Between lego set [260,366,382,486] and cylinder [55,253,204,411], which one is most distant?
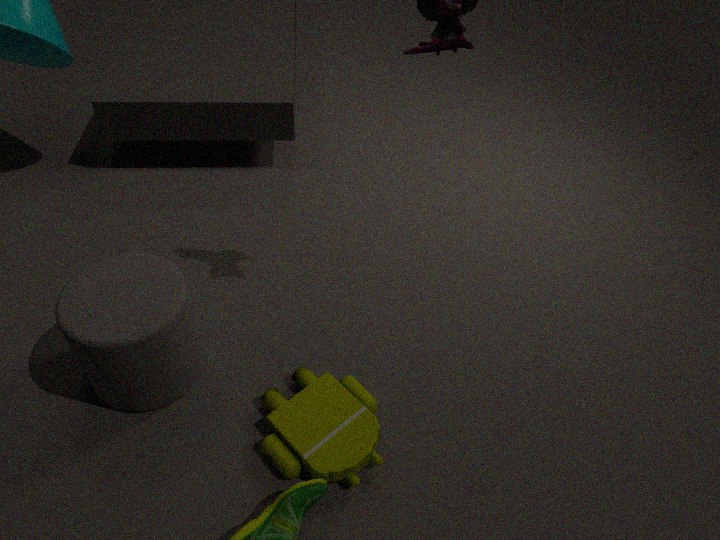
lego set [260,366,382,486]
